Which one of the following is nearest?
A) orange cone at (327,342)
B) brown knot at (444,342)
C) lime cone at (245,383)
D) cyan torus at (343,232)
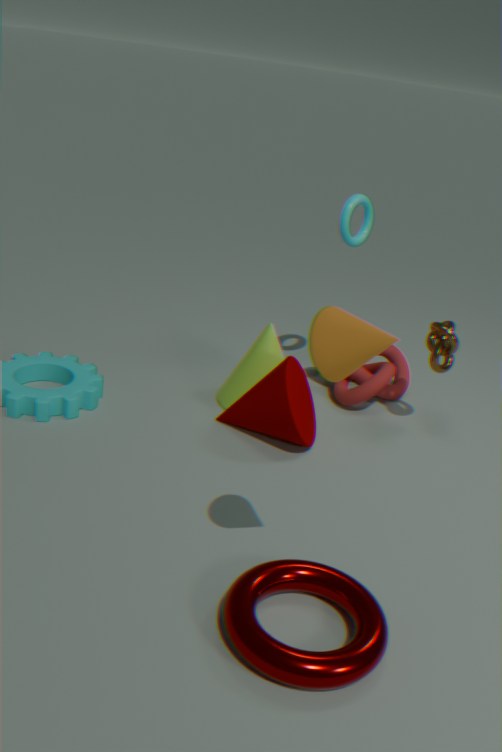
orange cone at (327,342)
